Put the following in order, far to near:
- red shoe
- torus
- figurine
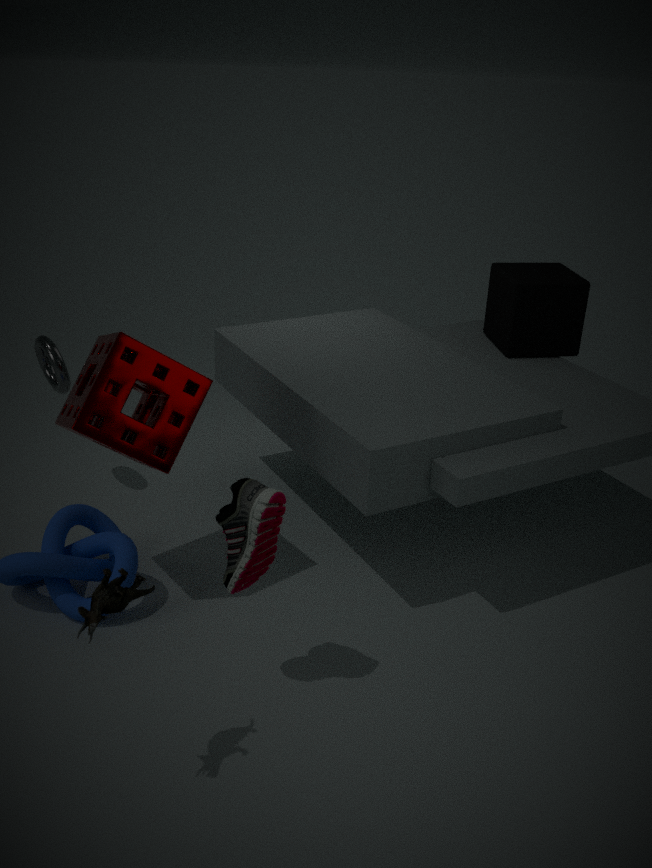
1. torus
2. red shoe
3. figurine
